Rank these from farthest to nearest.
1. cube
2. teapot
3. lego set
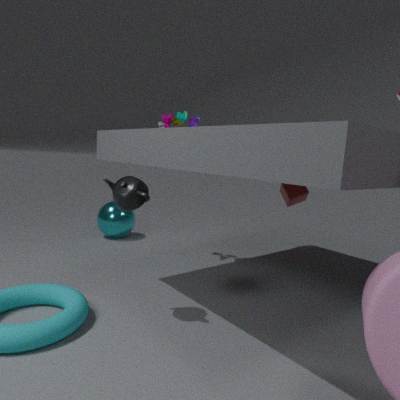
cube < lego set < teapot
